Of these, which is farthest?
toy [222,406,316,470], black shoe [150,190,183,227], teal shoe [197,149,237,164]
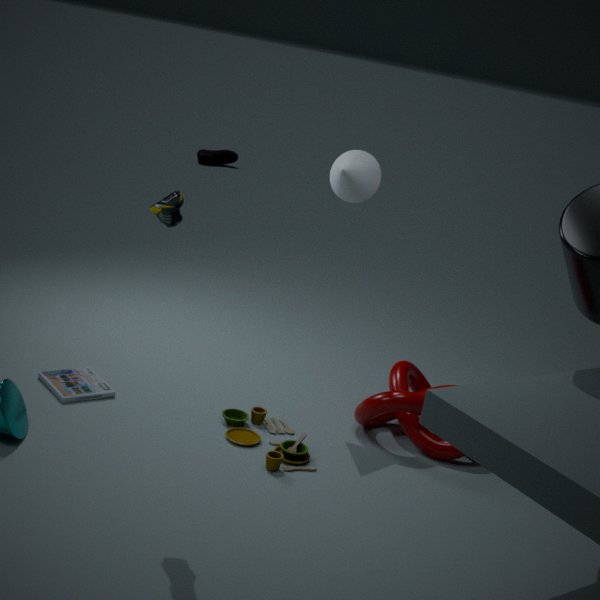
teal shoe [197,149,237,164]
